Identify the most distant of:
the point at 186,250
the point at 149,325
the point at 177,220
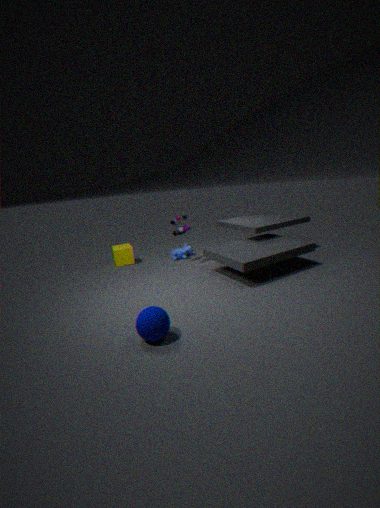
the point at 186,250
